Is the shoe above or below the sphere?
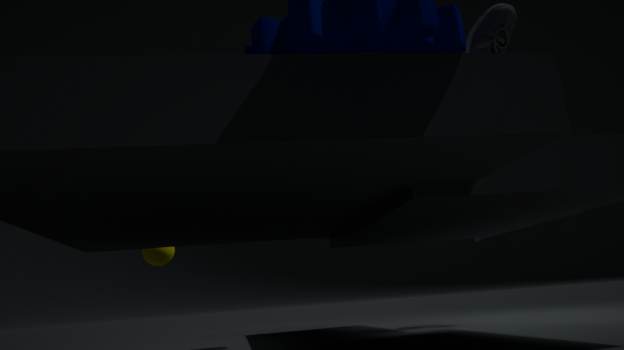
above
